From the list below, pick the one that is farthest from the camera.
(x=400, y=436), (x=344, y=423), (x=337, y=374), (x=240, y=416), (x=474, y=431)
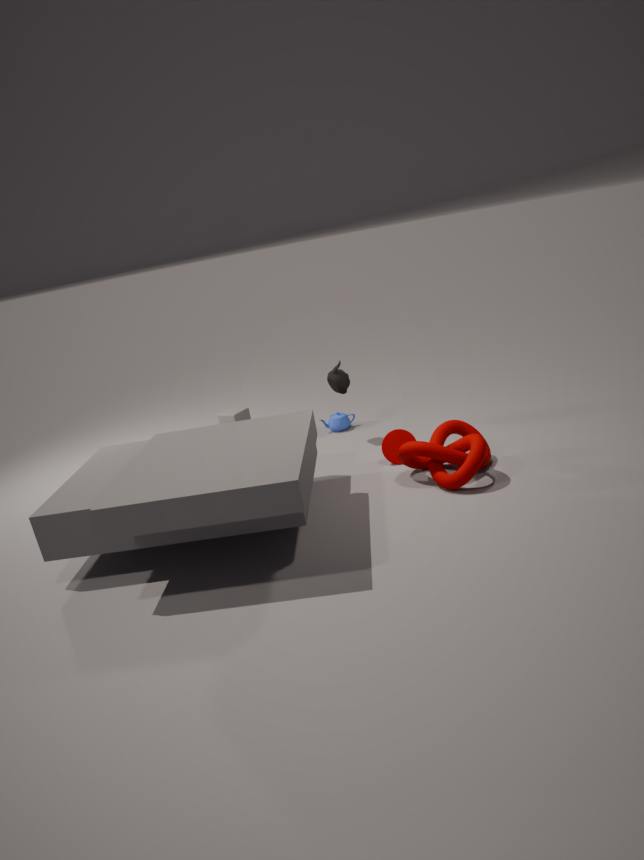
(x=240, y=416)
